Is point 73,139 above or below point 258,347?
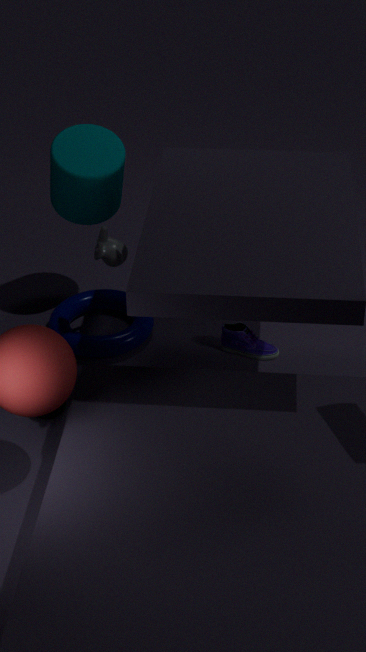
above
